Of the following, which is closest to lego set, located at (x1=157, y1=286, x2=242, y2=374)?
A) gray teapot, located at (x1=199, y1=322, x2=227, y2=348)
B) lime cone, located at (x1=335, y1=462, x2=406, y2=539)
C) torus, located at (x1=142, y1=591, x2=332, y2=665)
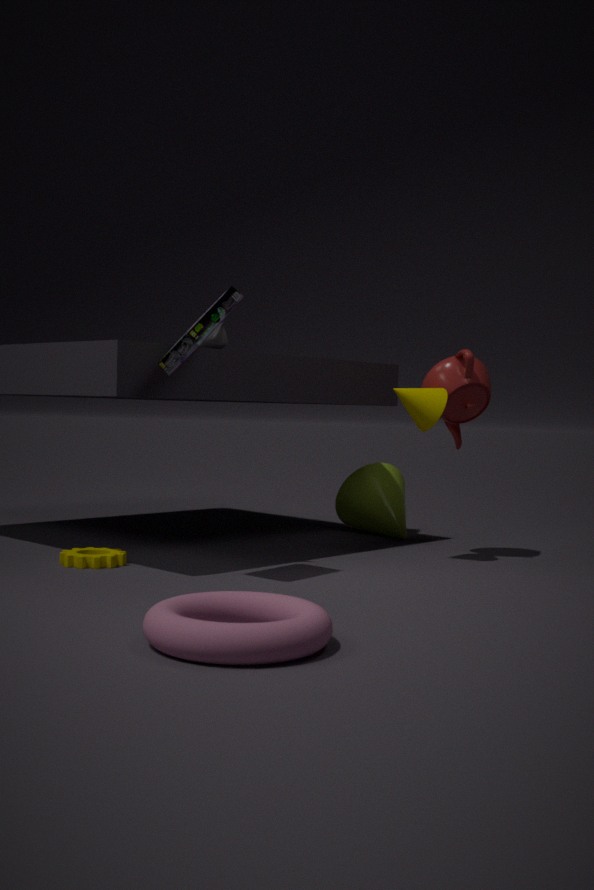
gray teapot, located at (x1=199, y1=322, x2=227, y2=348)
